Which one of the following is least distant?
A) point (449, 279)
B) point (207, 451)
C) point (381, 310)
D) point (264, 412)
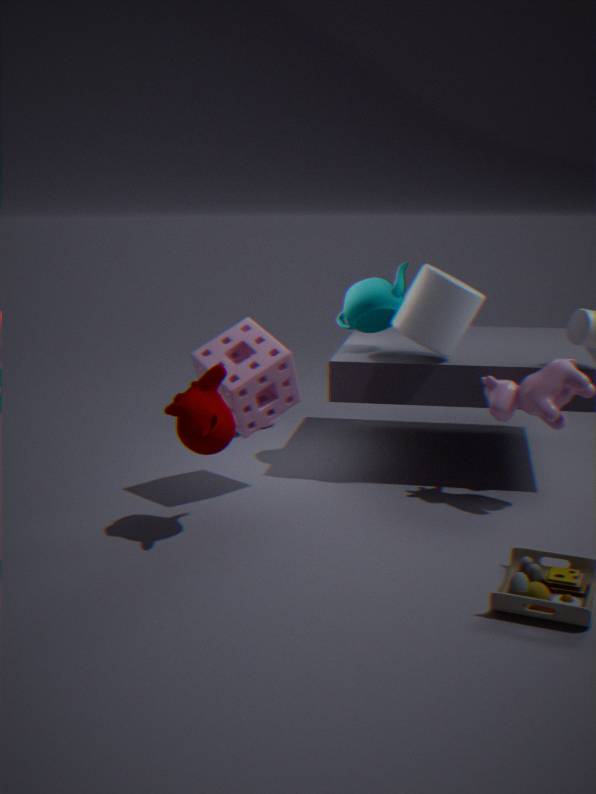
point (207, 451)
